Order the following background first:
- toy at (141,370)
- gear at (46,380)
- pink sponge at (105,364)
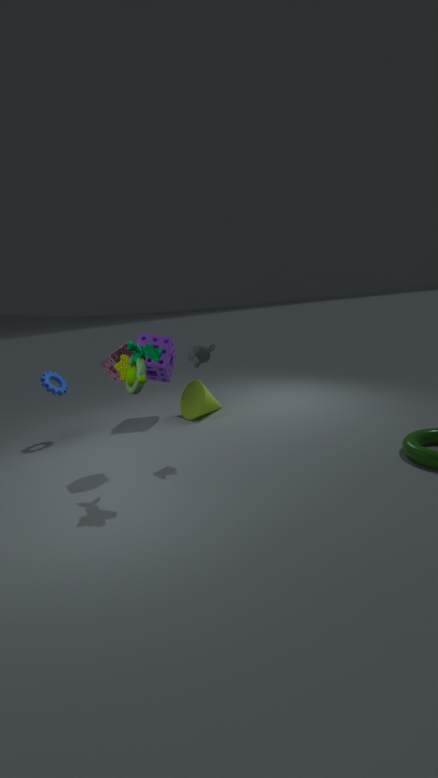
gear at (46,380) → pink sponge at (105,364) → toy at (141,370)
